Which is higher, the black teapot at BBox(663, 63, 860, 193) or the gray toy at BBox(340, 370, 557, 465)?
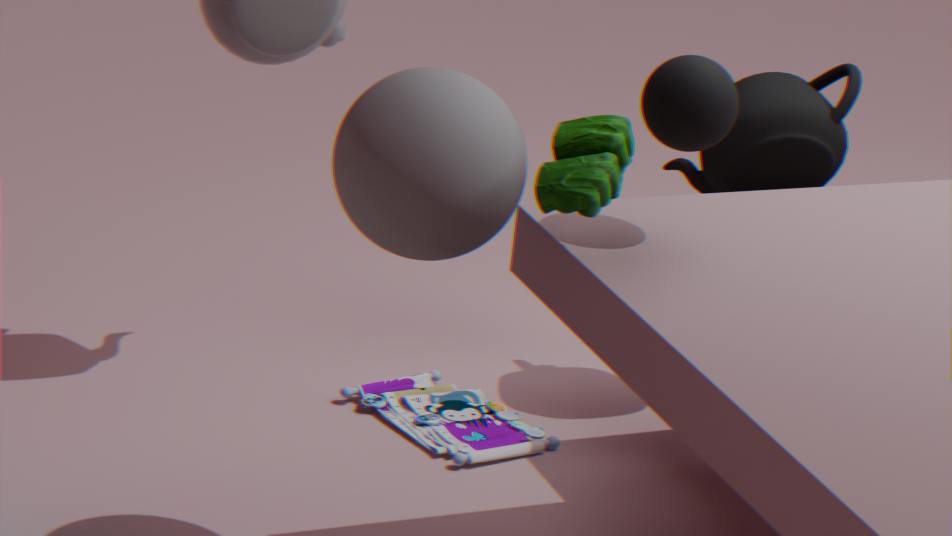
the black teapot at BBox(663, 63, 860, 193)
